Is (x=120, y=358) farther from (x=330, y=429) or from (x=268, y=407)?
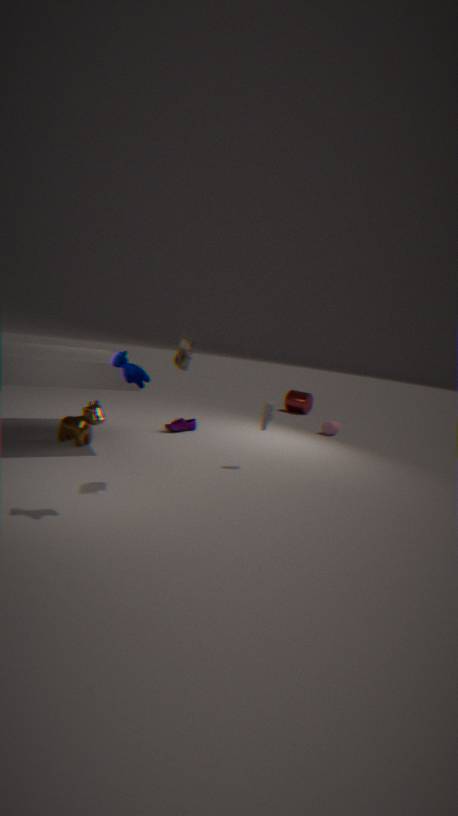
(x=330, y=429)
